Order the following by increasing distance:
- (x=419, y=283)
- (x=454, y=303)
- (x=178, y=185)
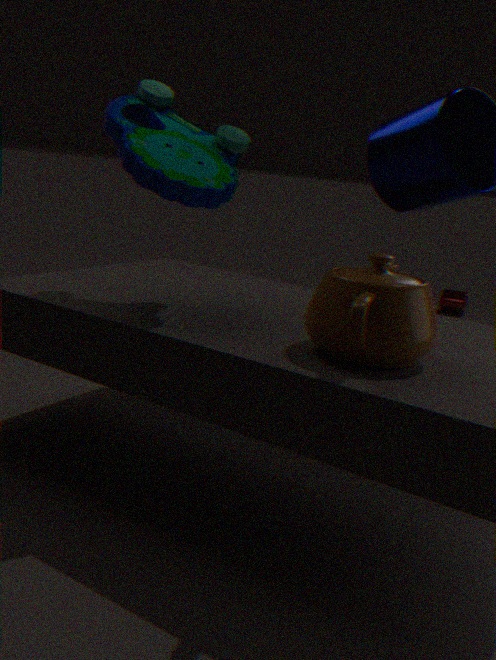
(x=419, y=283)
(x=178, y=185)
(x=454, y=303)
